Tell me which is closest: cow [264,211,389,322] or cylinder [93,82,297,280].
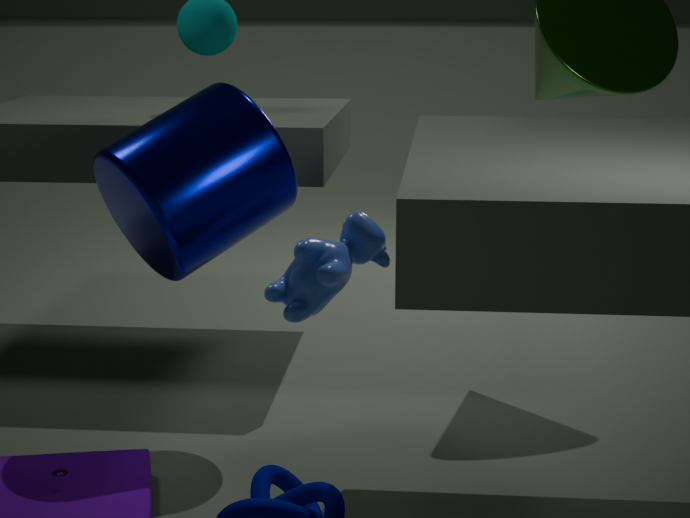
cow [264,211,389,322]
